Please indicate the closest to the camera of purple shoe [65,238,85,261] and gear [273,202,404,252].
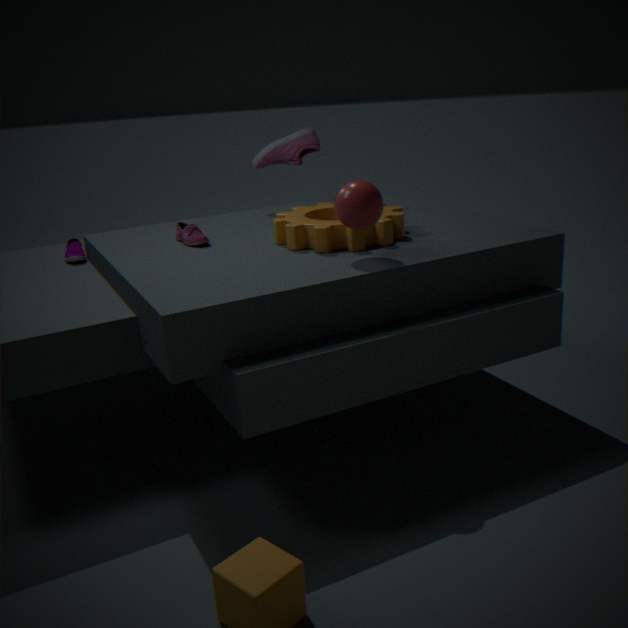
gear [273,202,404,252]
